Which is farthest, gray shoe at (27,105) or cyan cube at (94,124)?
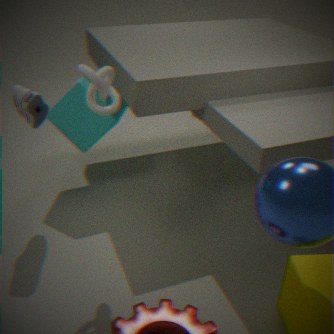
cyan cube at (94,124)
